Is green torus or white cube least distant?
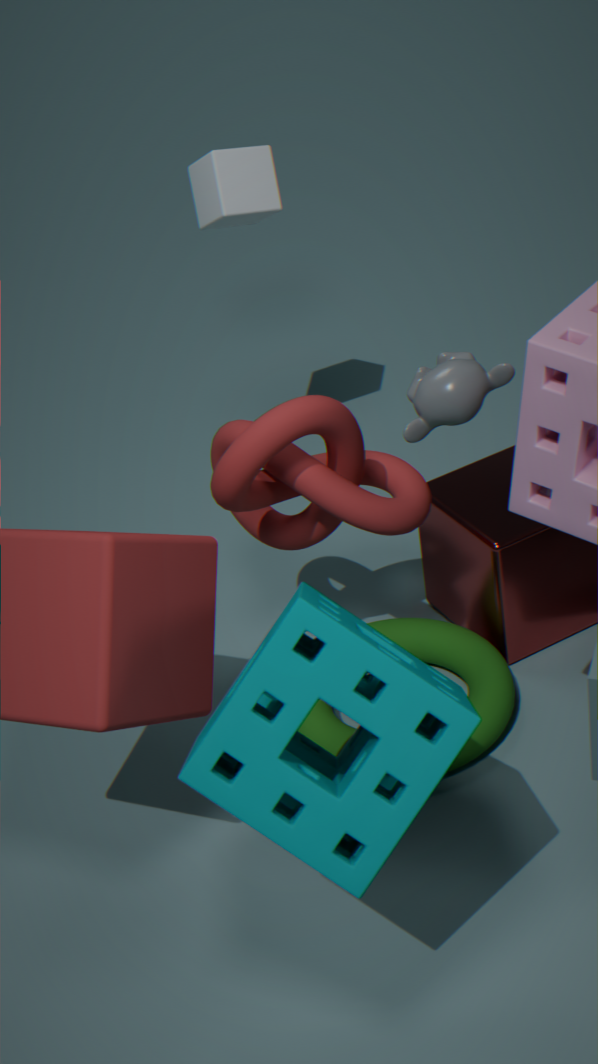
green torus
